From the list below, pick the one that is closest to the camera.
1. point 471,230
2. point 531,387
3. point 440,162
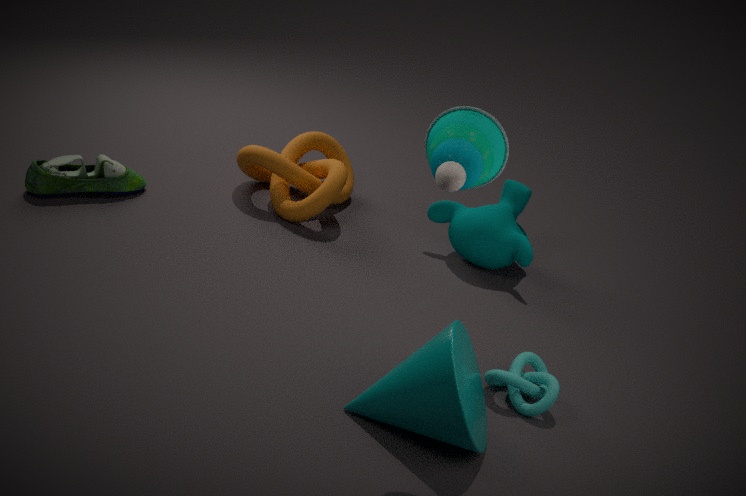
point 440,162
